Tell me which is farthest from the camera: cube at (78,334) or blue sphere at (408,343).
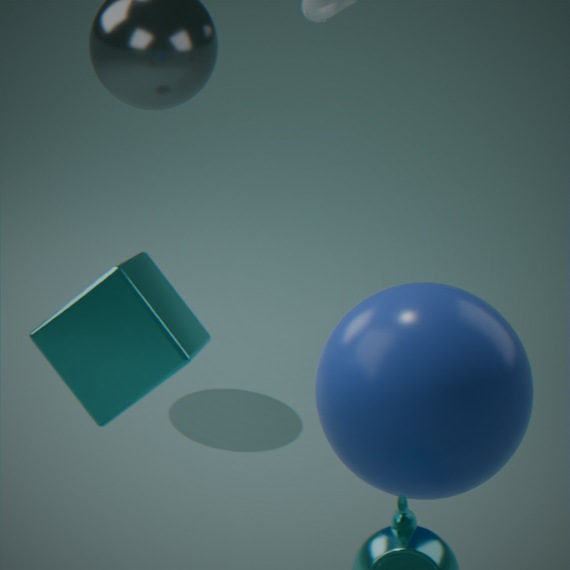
blue sphere at (408,343)
